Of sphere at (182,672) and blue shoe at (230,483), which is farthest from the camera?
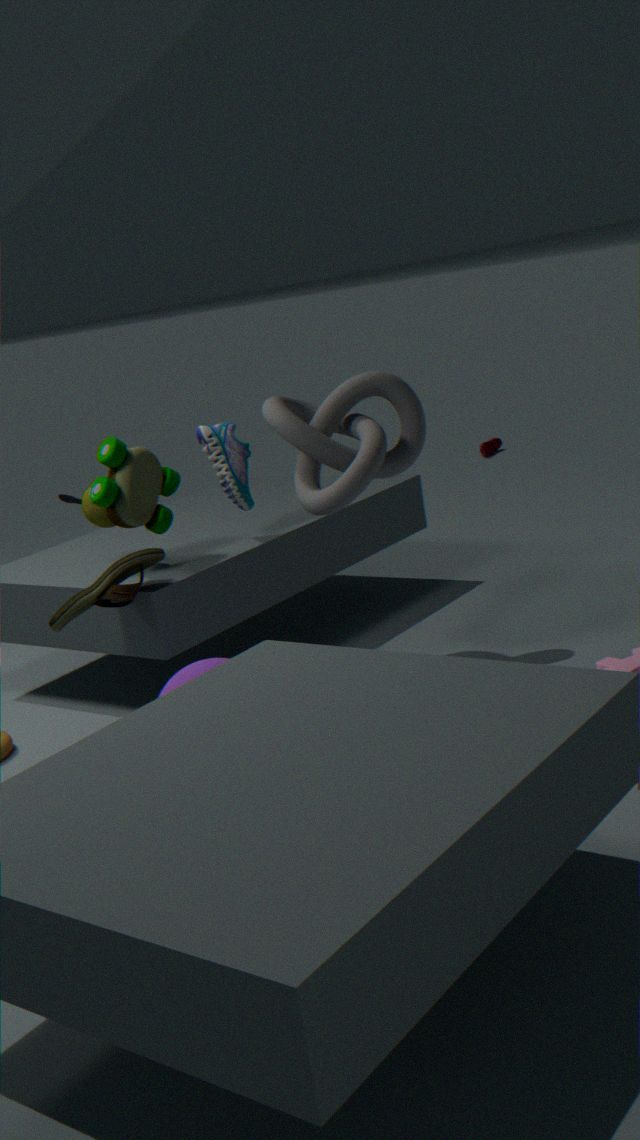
blue shoe at (230,483)
